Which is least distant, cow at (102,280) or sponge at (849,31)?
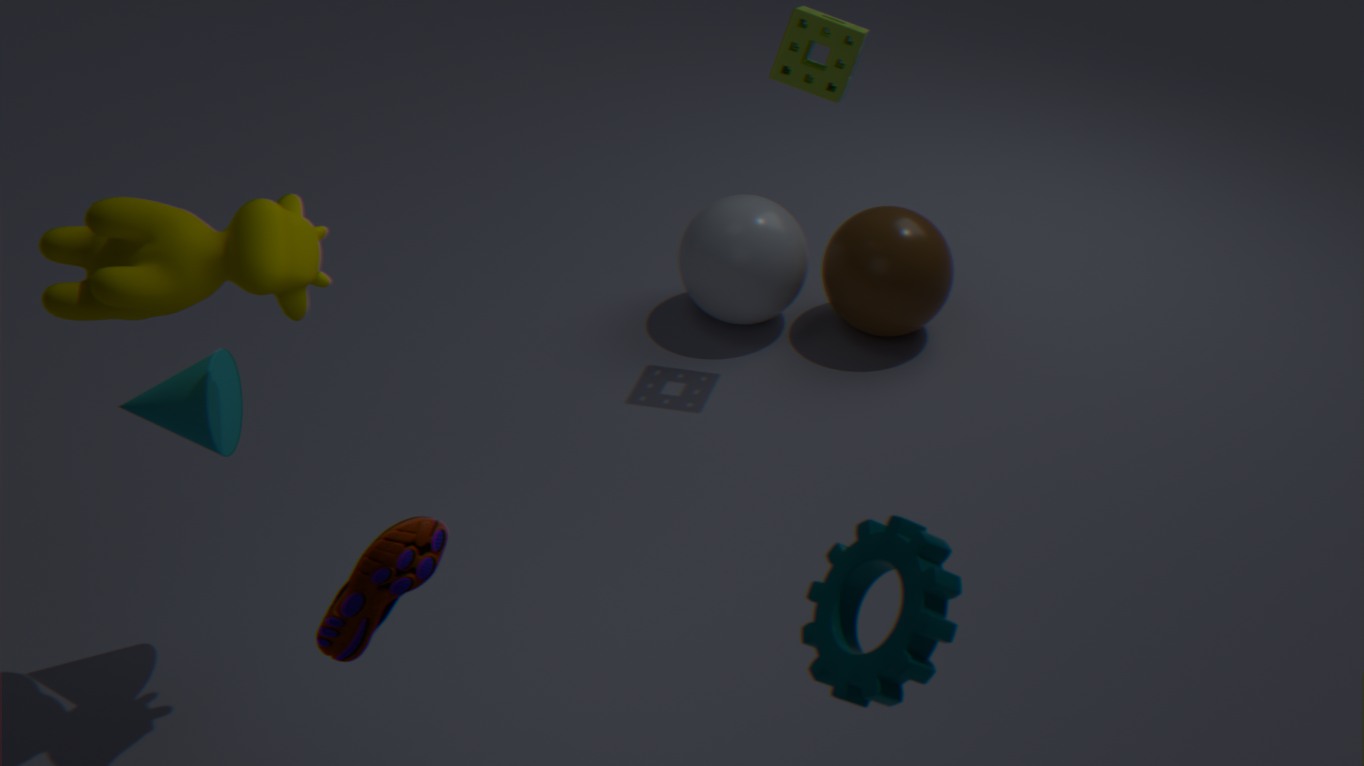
cow at (102,280)
